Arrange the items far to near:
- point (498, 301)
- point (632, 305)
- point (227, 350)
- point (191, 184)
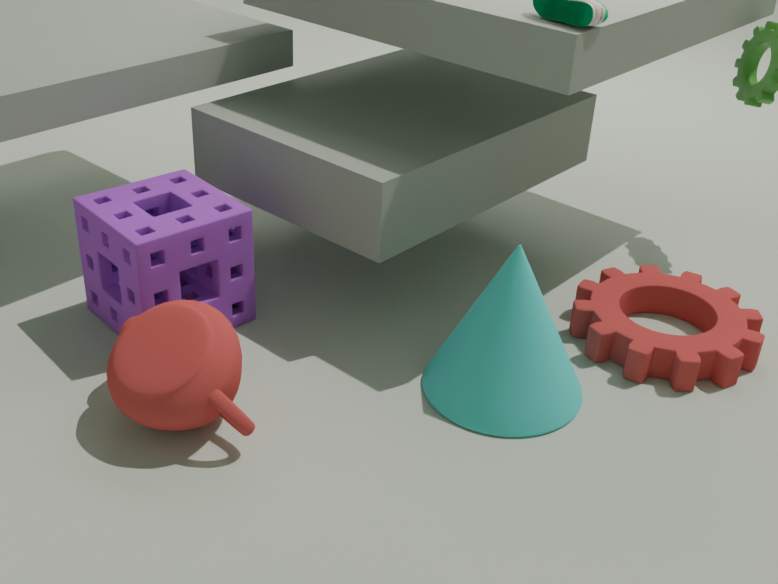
1. point (632, 305)
2. point (191, 184)
3. point (498, 301)
4. point (227, 350)
